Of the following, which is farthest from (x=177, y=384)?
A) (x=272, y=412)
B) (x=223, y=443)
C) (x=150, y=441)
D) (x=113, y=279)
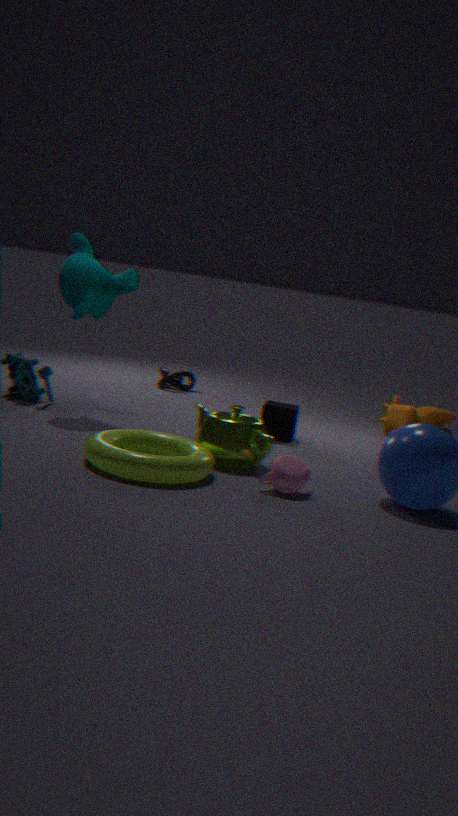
(x=150, y=441)
